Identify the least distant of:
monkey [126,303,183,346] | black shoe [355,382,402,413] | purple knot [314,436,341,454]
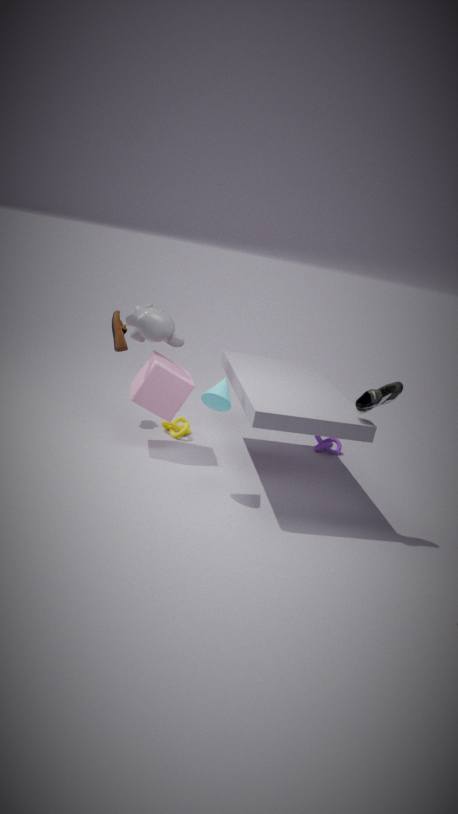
black shoe [355,382,402,413]
